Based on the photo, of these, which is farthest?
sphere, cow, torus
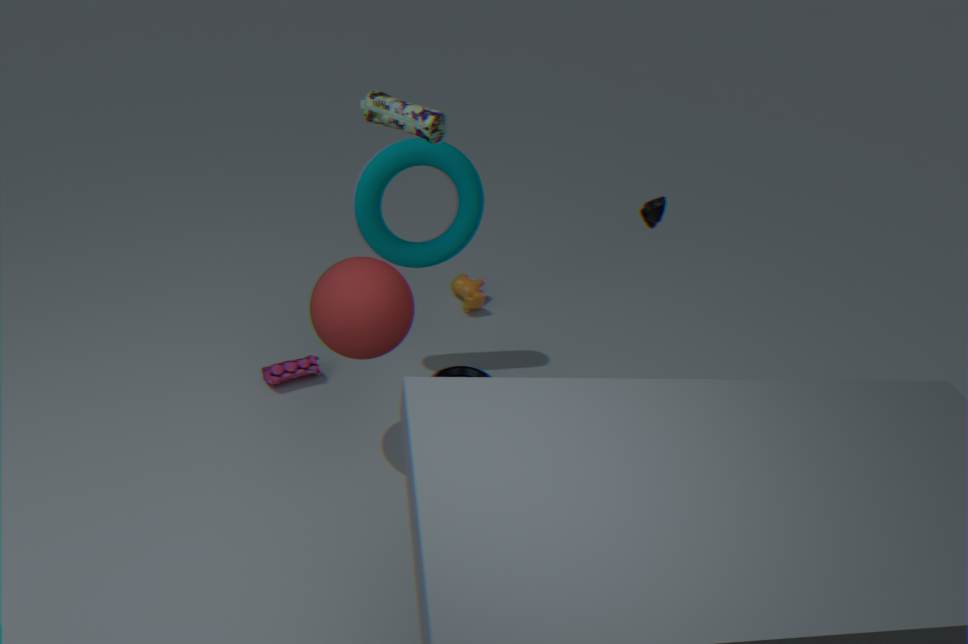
cow
